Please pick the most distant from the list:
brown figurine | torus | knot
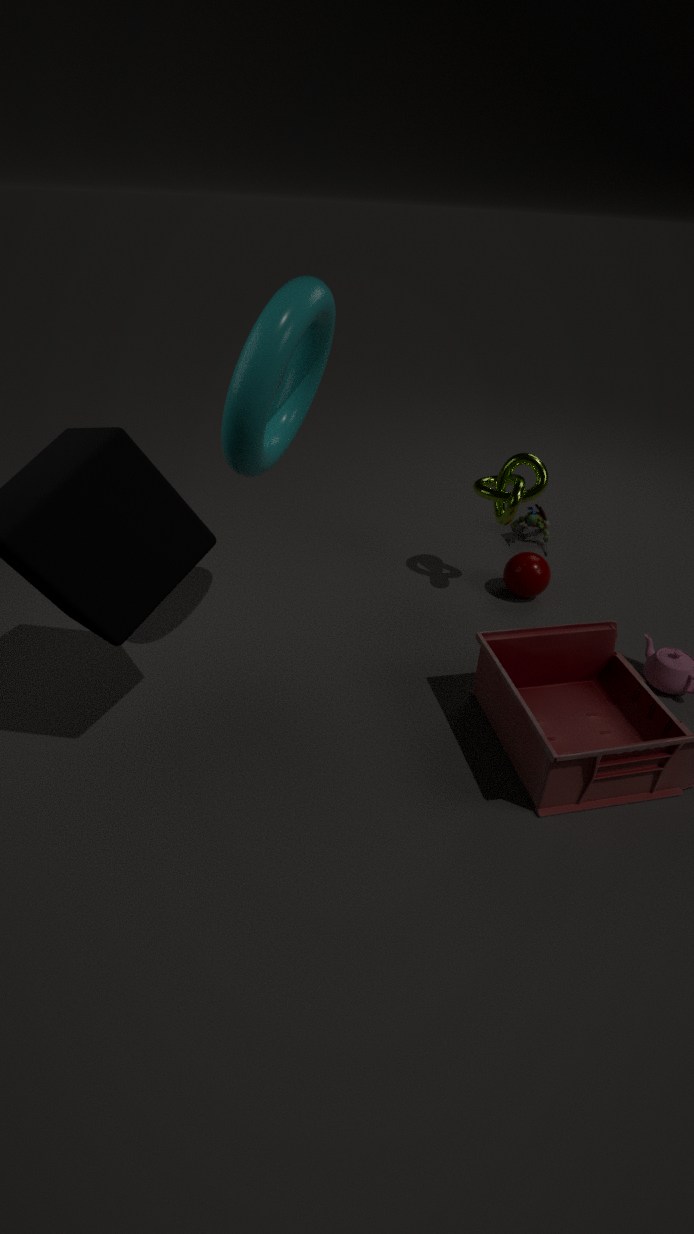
brown figurine
